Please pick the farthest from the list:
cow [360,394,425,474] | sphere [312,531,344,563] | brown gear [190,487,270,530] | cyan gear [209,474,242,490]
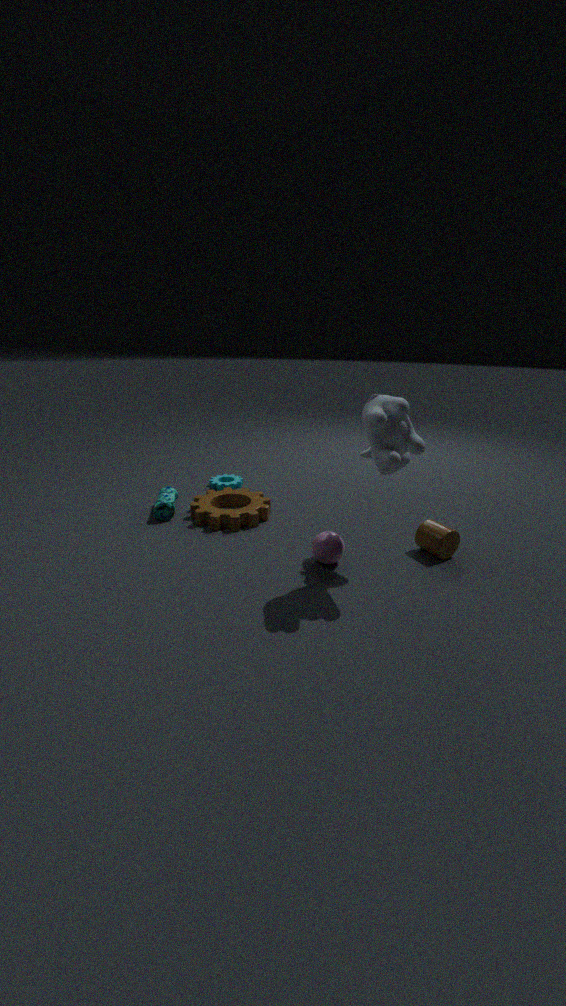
cyan gear [209,474,242,490]
